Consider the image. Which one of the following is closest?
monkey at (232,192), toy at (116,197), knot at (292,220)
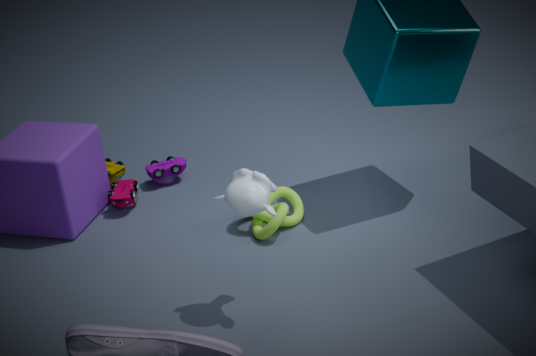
monkey at (232,192)
